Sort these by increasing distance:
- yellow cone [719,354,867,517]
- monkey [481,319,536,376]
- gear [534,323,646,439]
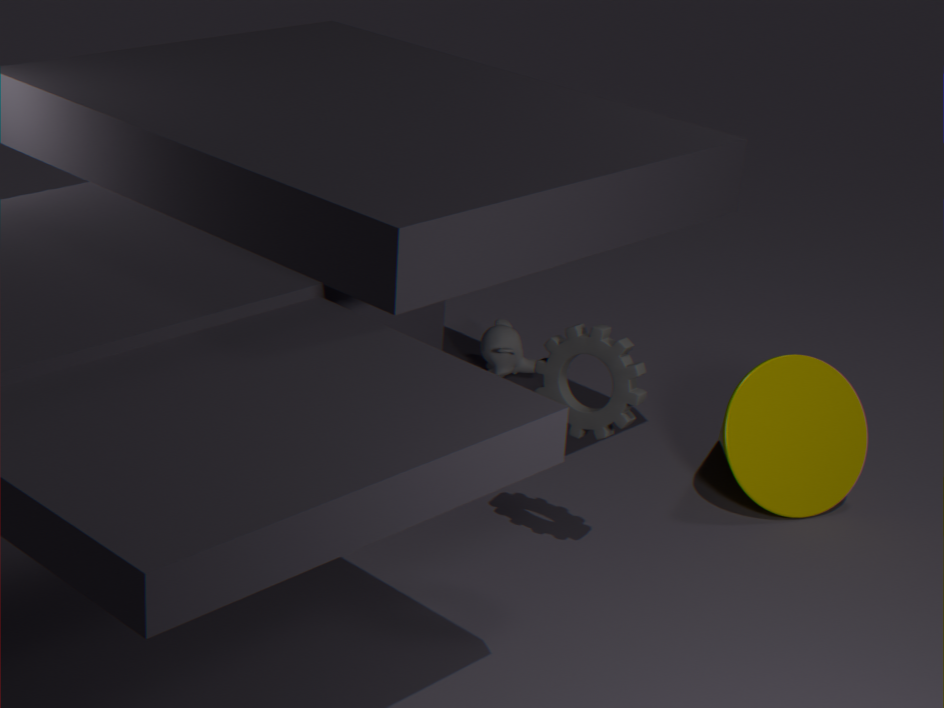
gear [534,323,646,439], yellow cone [719,354,867,517], monkey [481,319,536,376]
